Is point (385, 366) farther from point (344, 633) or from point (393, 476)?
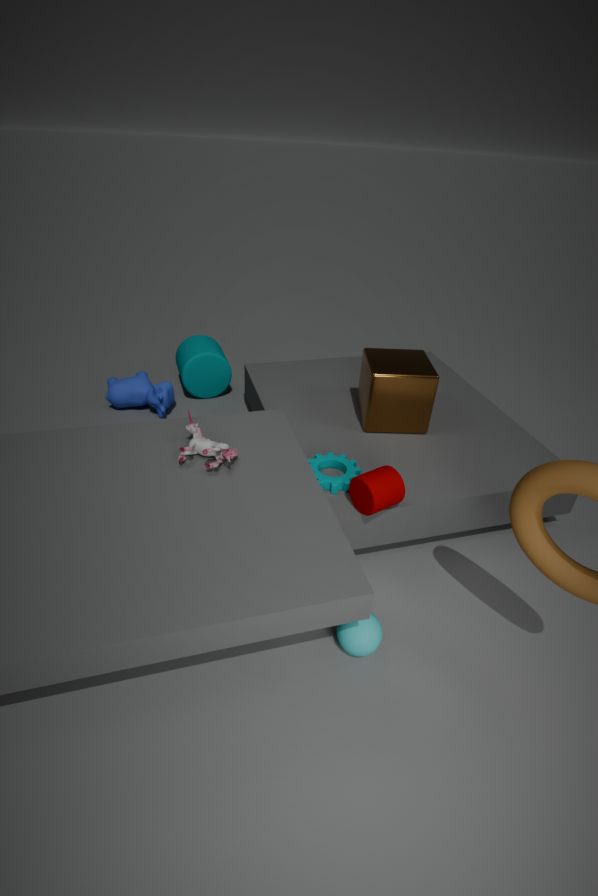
point (344, 633)
